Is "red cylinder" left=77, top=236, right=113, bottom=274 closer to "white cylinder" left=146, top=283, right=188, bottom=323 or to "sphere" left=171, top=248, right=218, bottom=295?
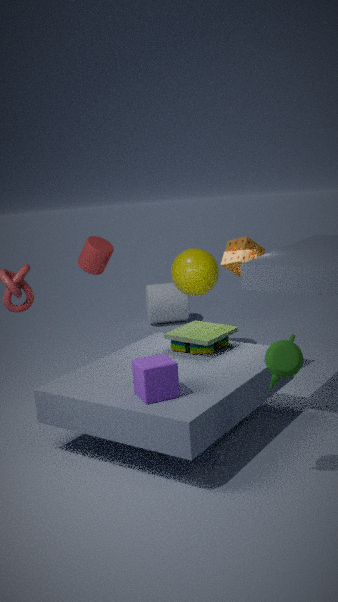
"sphere" left=171, top=248, right=218, bottom=295
